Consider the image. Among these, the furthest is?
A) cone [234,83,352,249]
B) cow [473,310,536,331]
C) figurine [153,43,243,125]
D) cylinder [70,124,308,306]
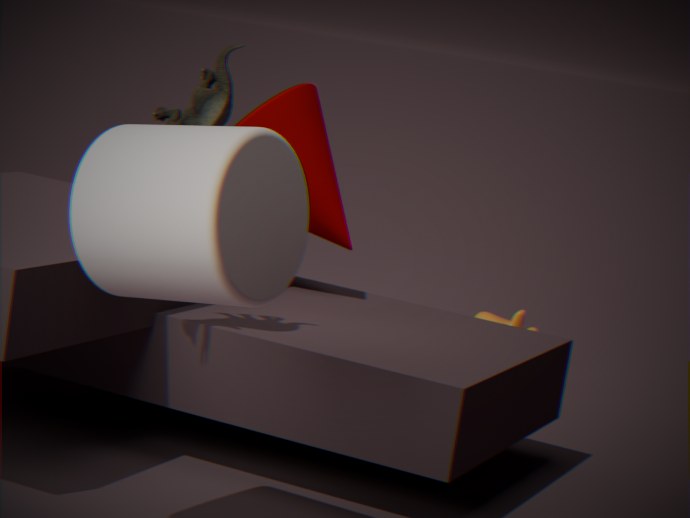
cow [473,310,536,331]
